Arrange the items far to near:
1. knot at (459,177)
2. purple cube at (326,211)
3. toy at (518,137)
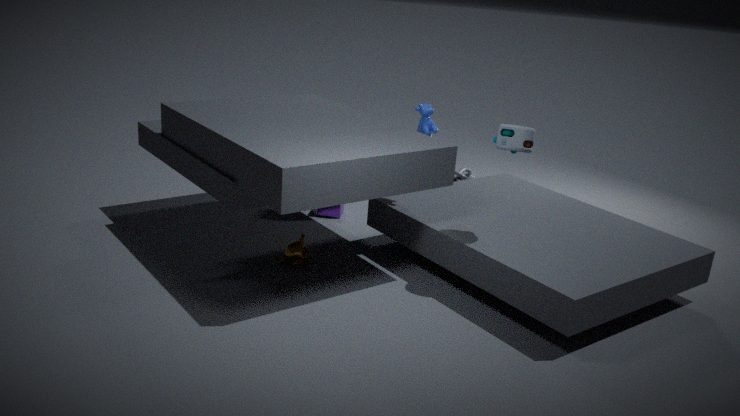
knot at (459,177), purple cube at (326,211), toy at (518,137)
